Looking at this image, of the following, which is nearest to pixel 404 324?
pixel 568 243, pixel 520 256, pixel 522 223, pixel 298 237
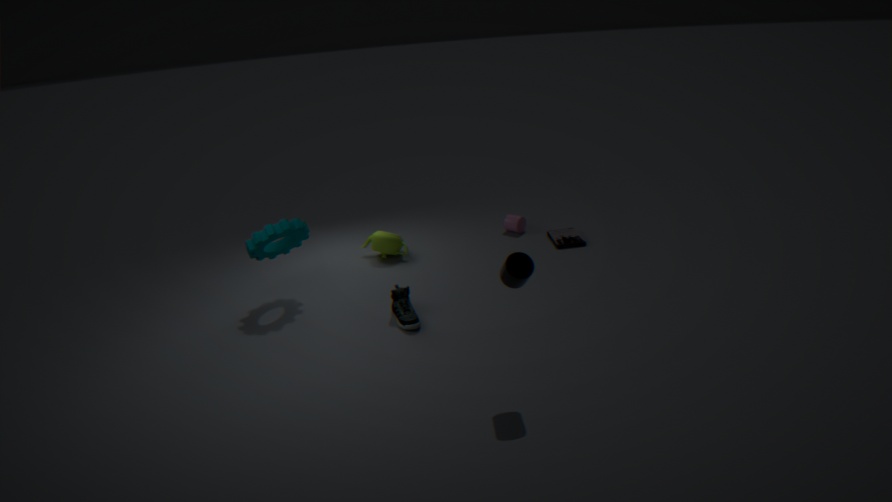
pixel 298 237
